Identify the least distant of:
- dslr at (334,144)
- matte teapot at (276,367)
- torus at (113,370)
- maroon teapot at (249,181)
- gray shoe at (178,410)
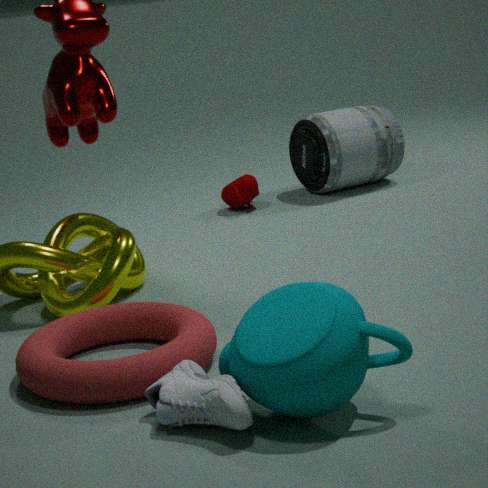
matte teapot at (276,367)
